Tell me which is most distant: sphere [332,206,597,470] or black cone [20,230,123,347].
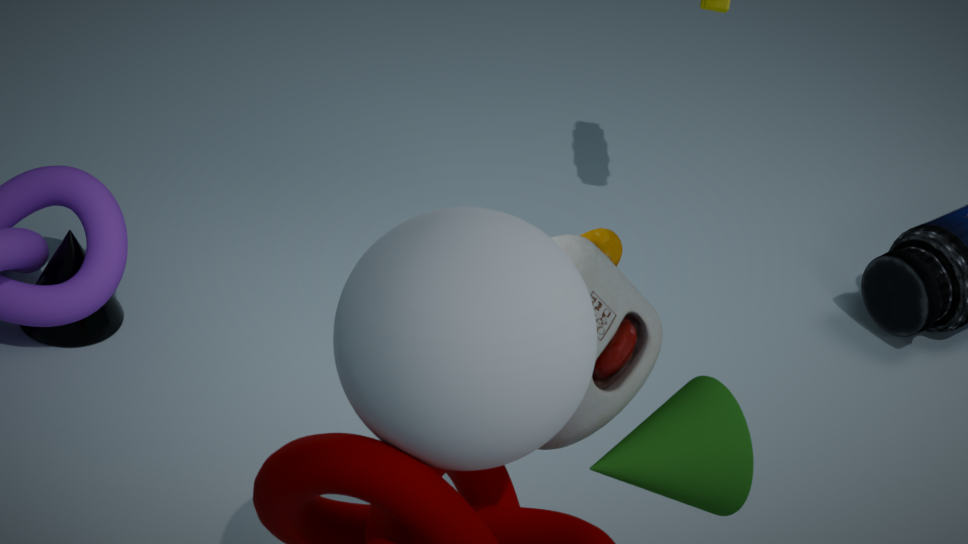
black cone [20,230,123,347]
